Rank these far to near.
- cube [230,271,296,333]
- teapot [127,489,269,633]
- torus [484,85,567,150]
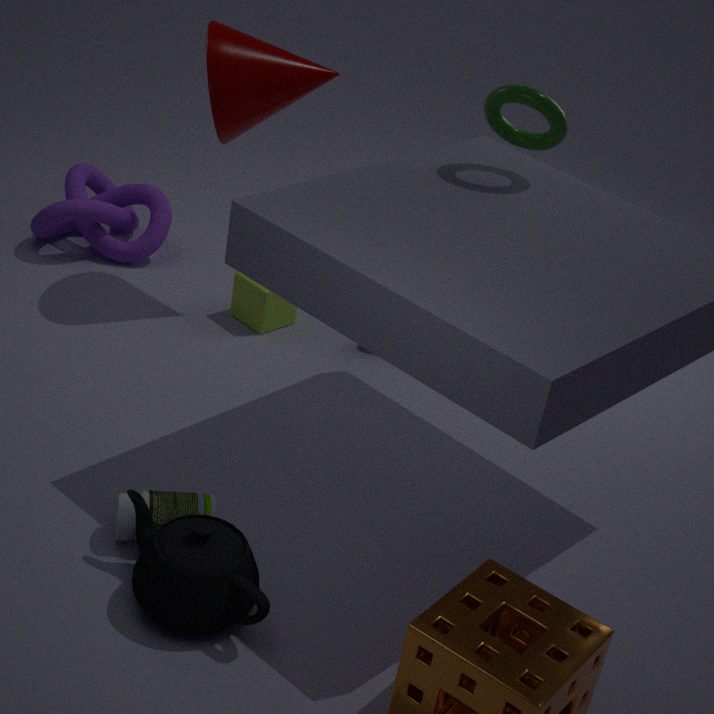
1. cube [230,271,296,333]
2. torus [484,85,567,150]
3. teapot [127,489,269,633]
